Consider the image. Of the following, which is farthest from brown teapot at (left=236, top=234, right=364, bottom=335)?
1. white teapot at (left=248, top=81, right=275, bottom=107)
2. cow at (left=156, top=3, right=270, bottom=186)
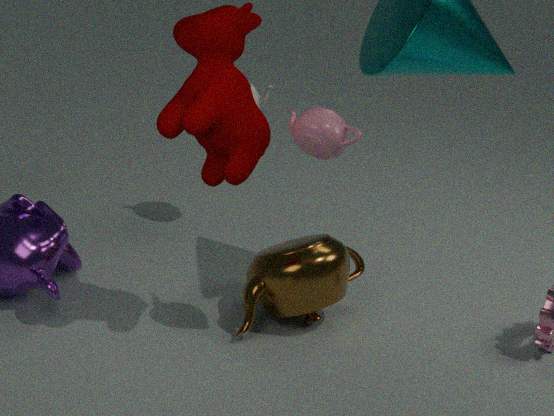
white teapot at (left=248, top=81, right=275, bottom=107)
